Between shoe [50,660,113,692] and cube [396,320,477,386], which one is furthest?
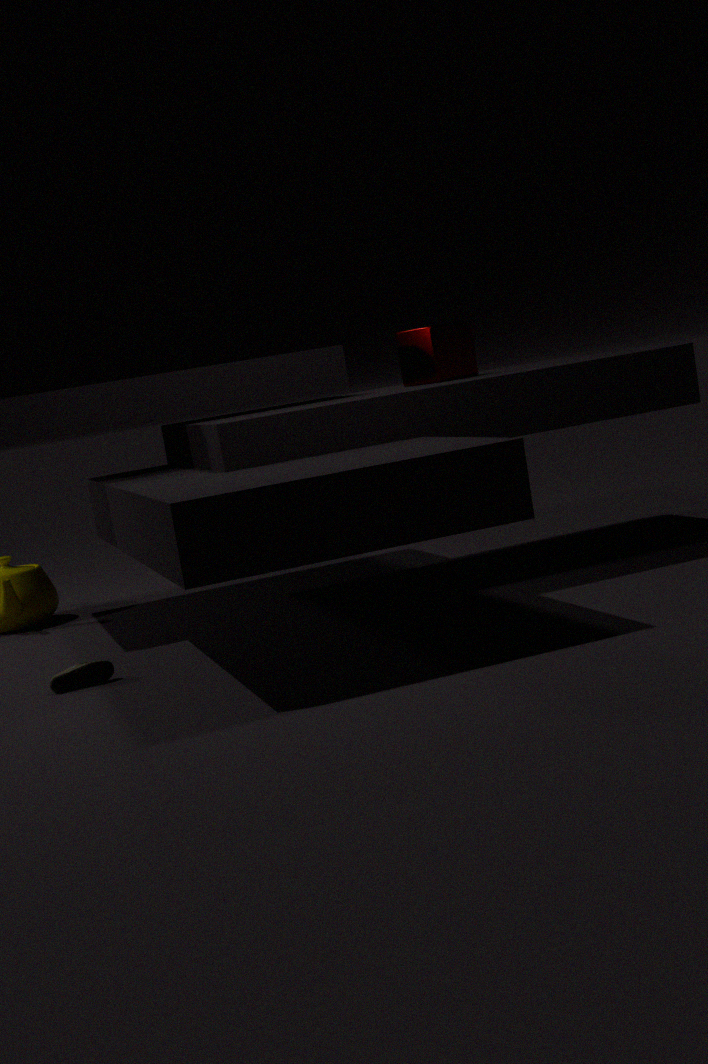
cube [396,320,477,386]
